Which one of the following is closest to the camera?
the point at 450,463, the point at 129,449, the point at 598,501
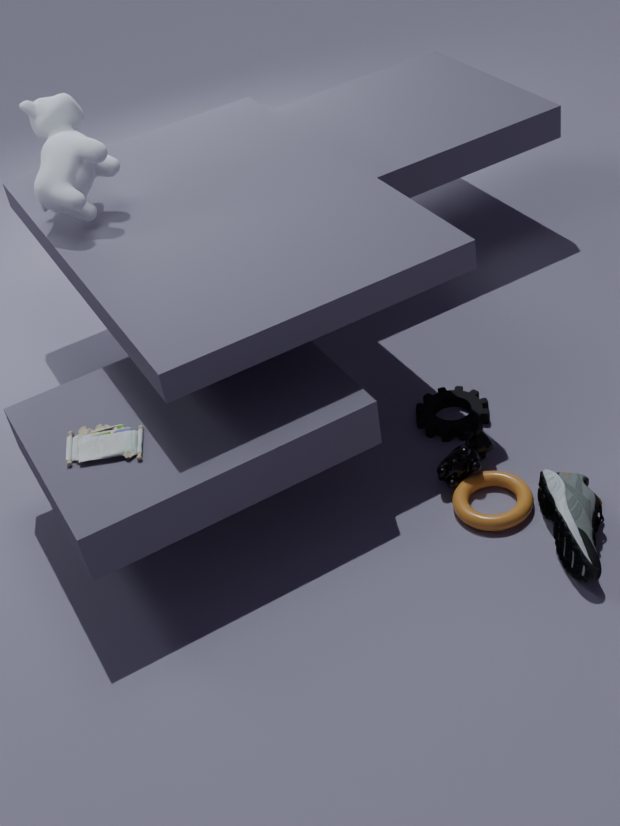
the point at 598,501
